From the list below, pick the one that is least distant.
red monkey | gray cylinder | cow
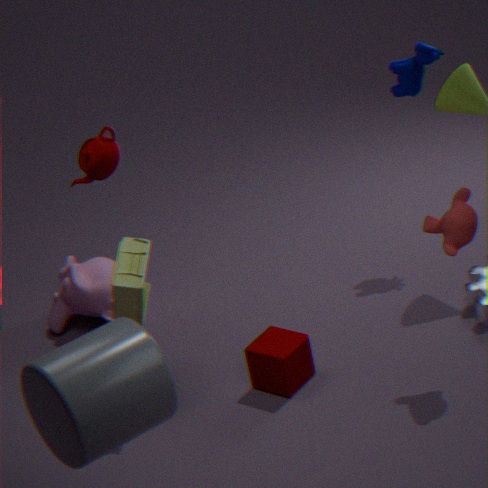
gray cylinder
